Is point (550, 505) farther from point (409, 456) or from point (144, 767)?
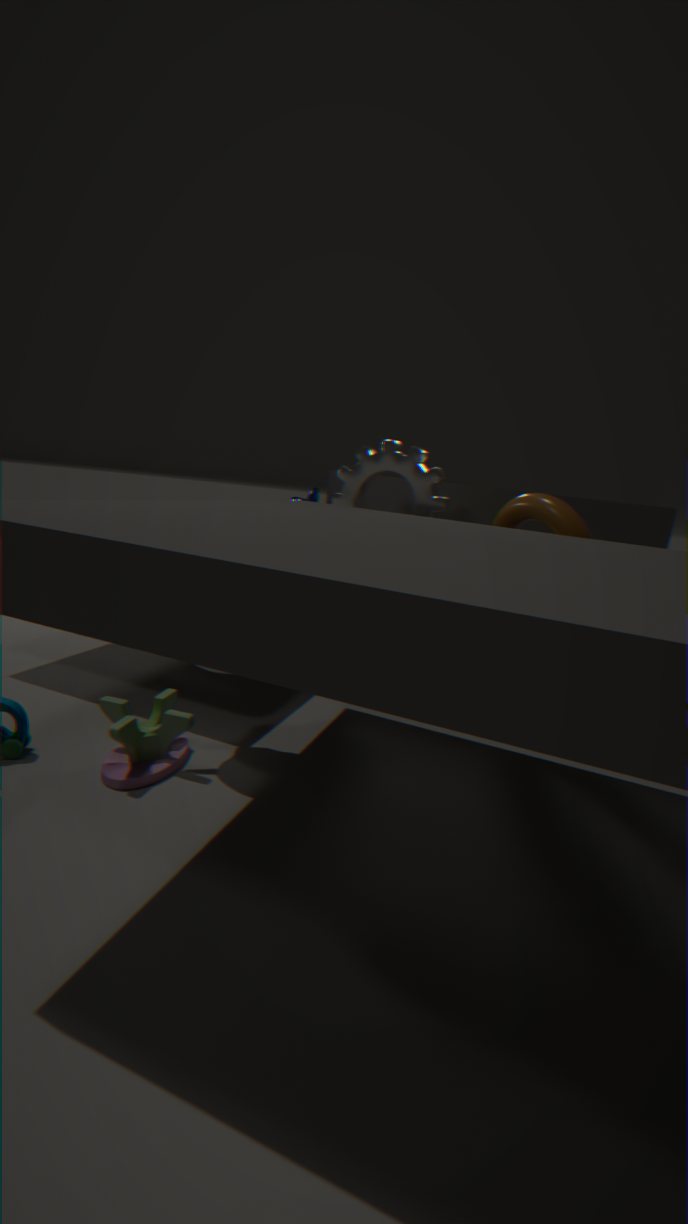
point (144, 767)
